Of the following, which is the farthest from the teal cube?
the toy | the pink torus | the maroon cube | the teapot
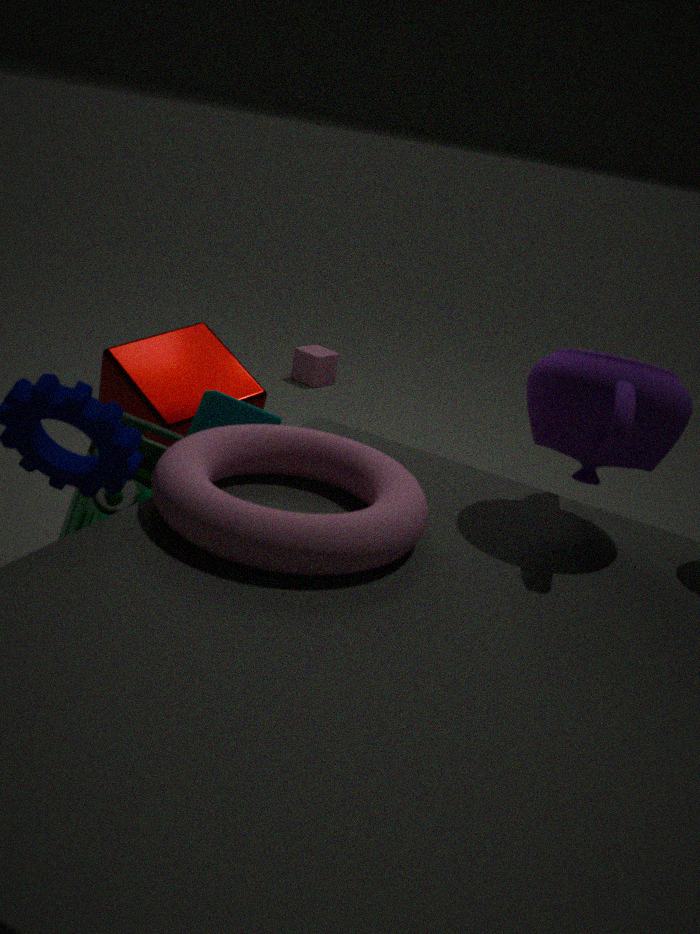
the teapot
